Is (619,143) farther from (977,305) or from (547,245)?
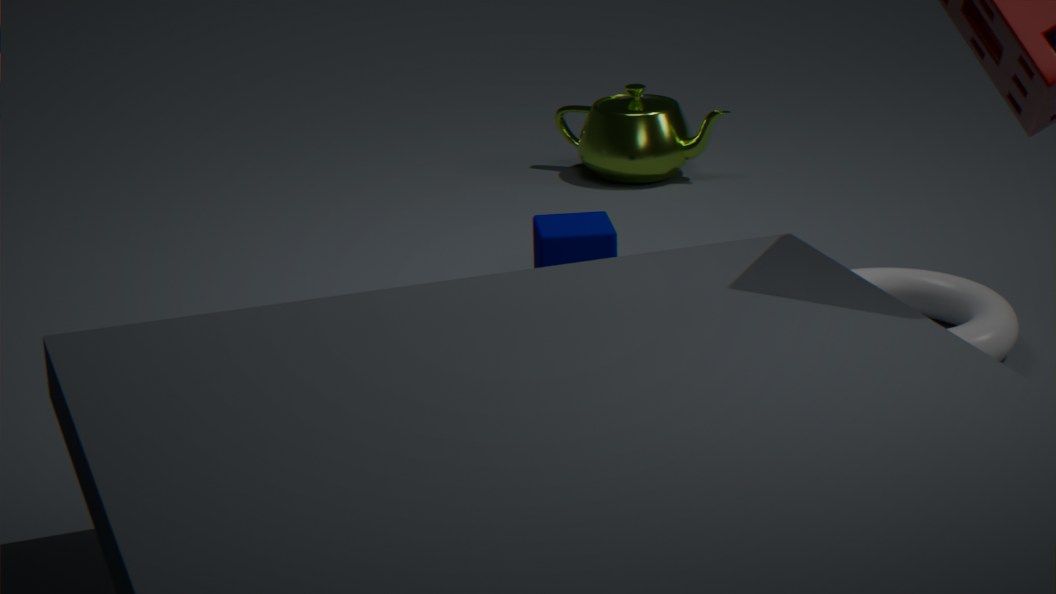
(977,305)
